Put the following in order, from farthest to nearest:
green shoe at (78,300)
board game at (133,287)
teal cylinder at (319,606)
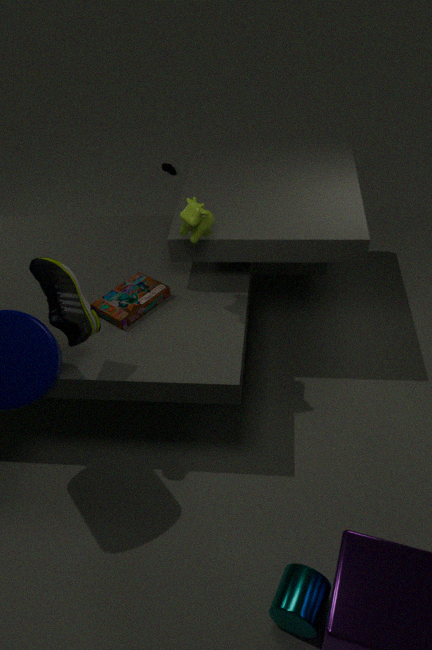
board game at (133,287)
green shoe at (78,300)
teal cylinder at (319,606)
